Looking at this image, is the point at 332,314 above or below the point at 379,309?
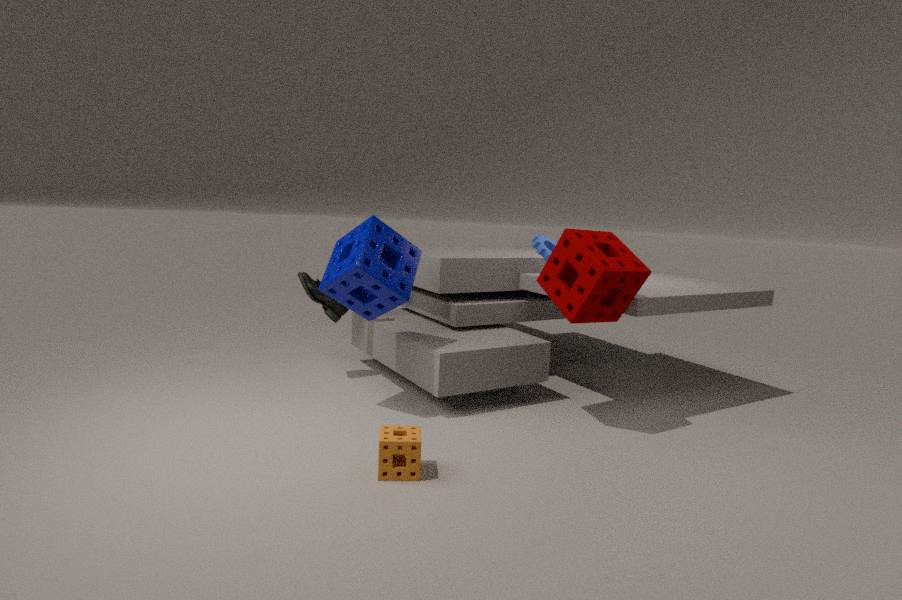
below
